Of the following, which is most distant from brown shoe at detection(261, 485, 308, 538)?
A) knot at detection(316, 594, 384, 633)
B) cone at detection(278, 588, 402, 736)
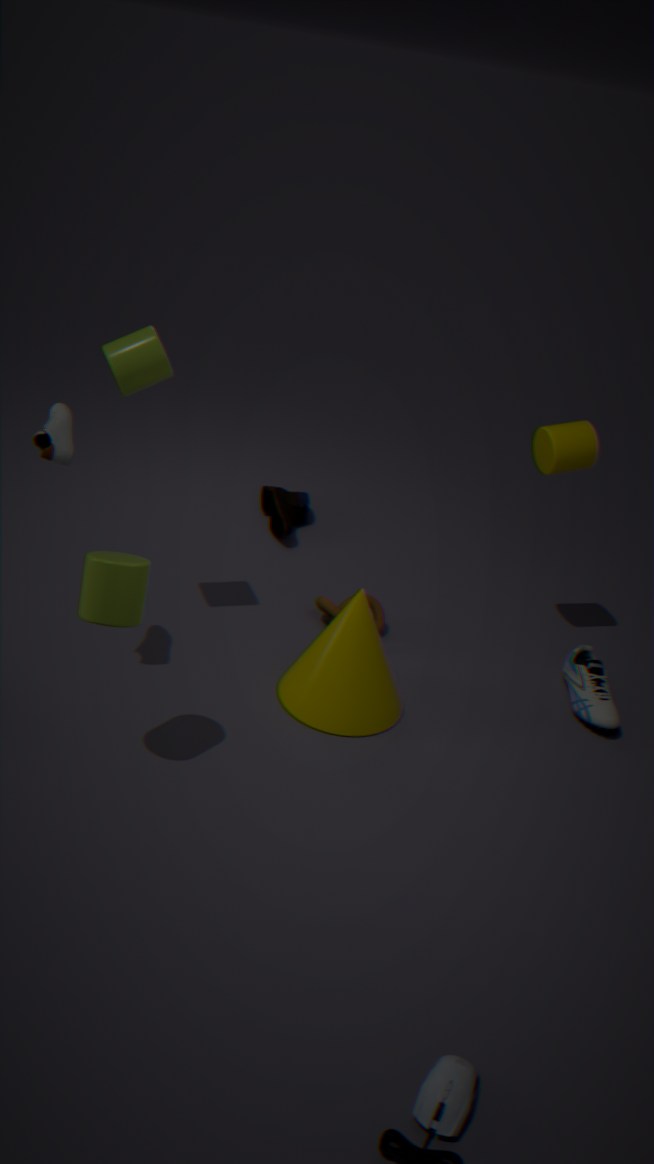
cone at detection(278, 588, 402, 736)
